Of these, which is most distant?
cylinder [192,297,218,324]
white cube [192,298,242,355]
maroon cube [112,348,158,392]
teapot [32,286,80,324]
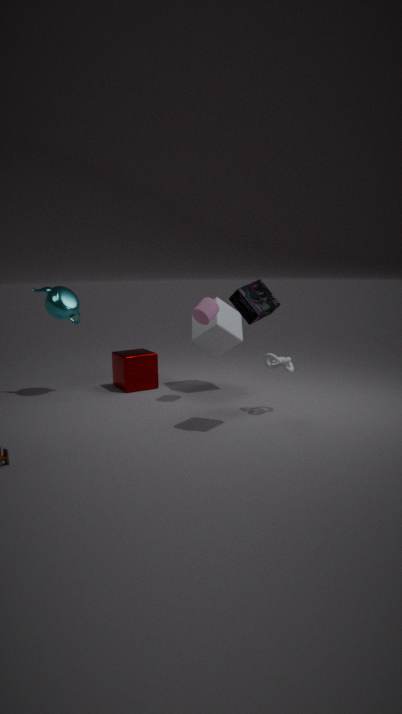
maroon cube [112,348,158,392]
